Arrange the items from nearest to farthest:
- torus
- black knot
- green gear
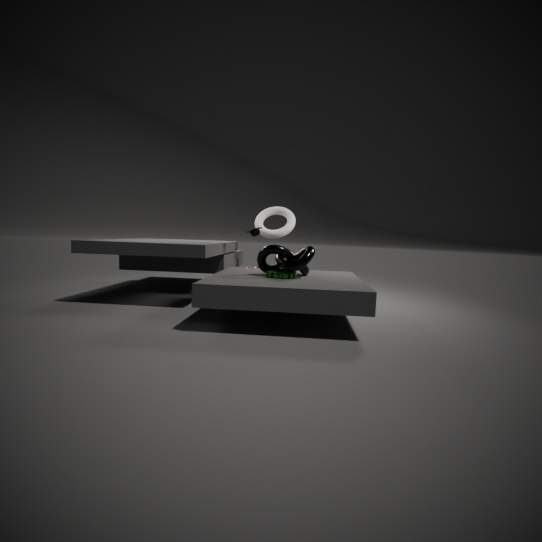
black knot
green gear
torus
